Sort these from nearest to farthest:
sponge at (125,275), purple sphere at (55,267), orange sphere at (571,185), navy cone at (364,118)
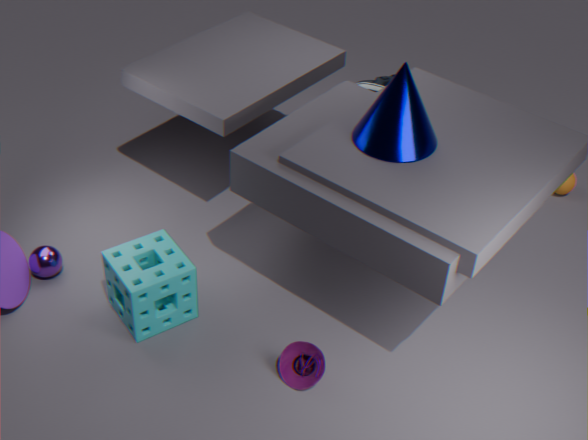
navy cone at (364,118), sponge at (125,275), purple sphere at (55,267), orange sphere at (571,185)
